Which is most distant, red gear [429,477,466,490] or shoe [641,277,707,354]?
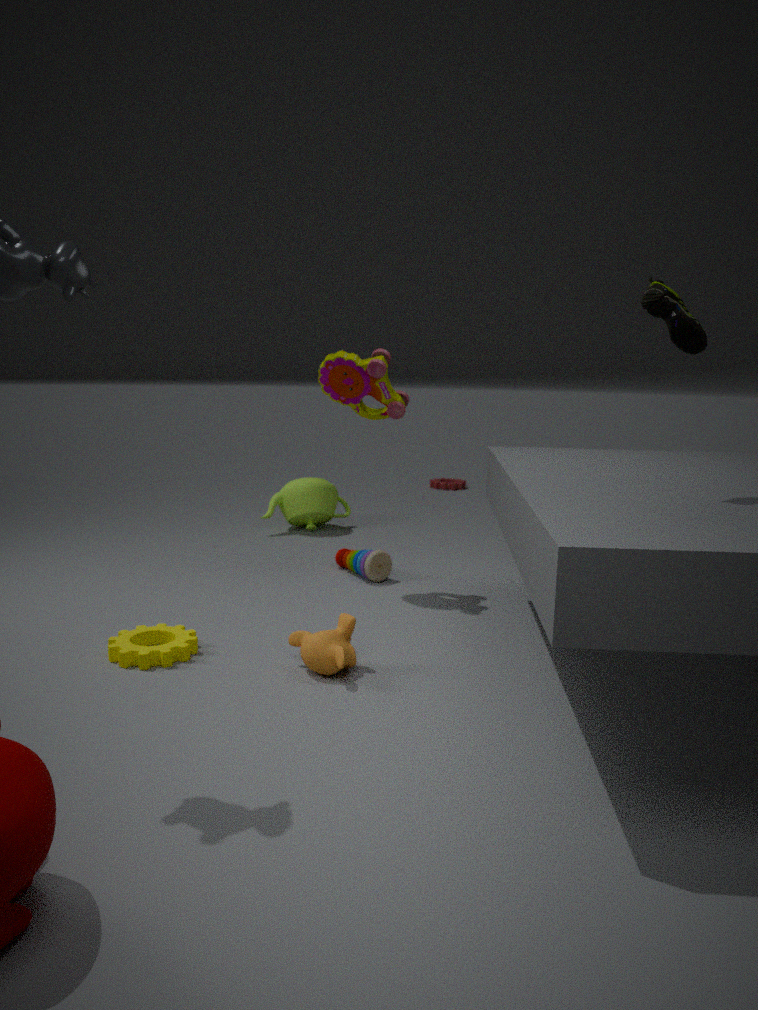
red gear [429,477,466,490]
